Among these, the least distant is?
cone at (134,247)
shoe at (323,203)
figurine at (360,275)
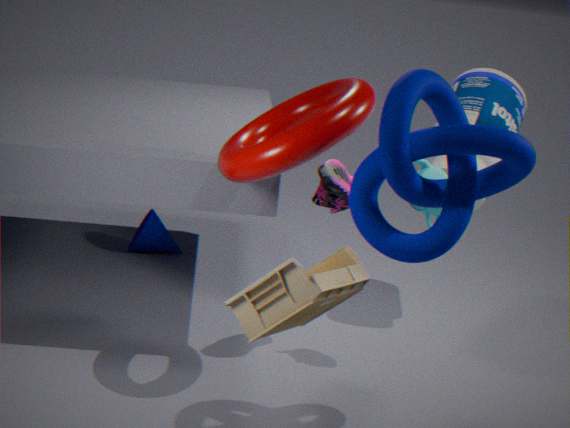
figurine at (360,275)
